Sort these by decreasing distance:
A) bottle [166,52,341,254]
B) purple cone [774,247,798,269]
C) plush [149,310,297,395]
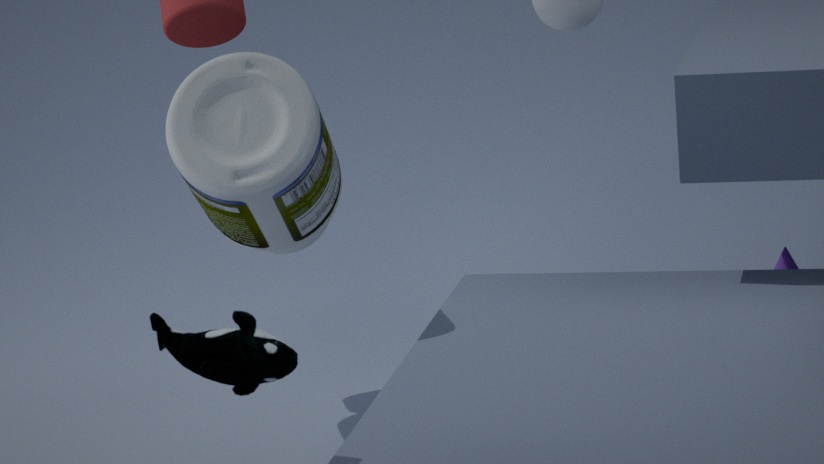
B. purple cone [774,247,798,269] < A. bottle [166,52,341,254] < C. plush [149,310,297,395]
